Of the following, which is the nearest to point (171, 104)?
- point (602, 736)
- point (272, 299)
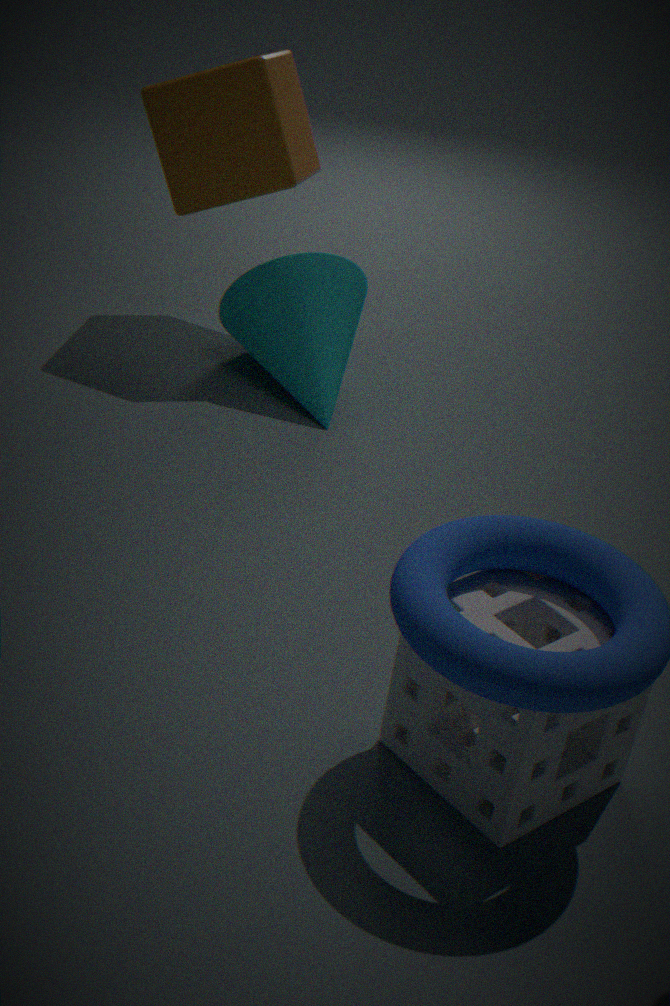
point (272, 299)
